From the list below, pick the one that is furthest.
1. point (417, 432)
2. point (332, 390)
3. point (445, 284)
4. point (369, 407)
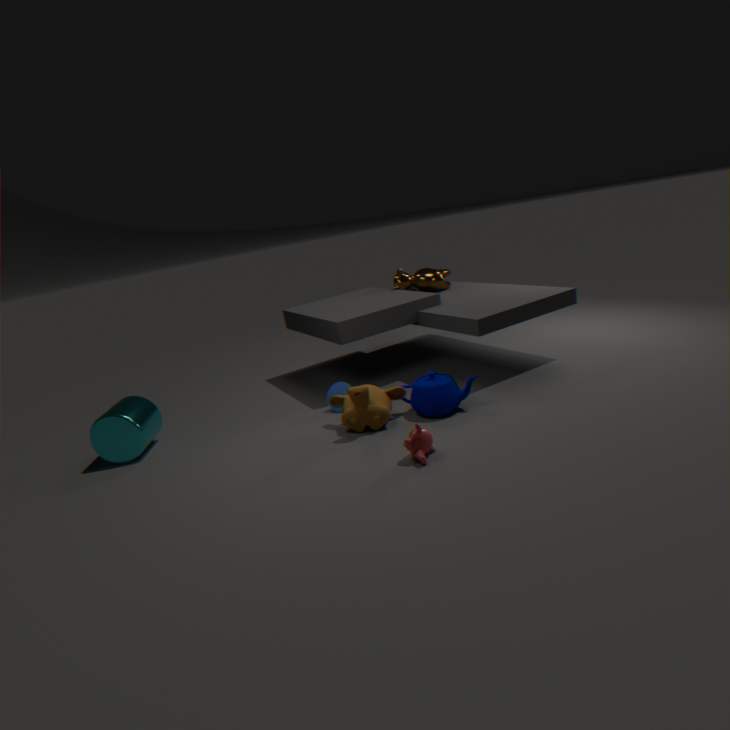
point (445, 284)
